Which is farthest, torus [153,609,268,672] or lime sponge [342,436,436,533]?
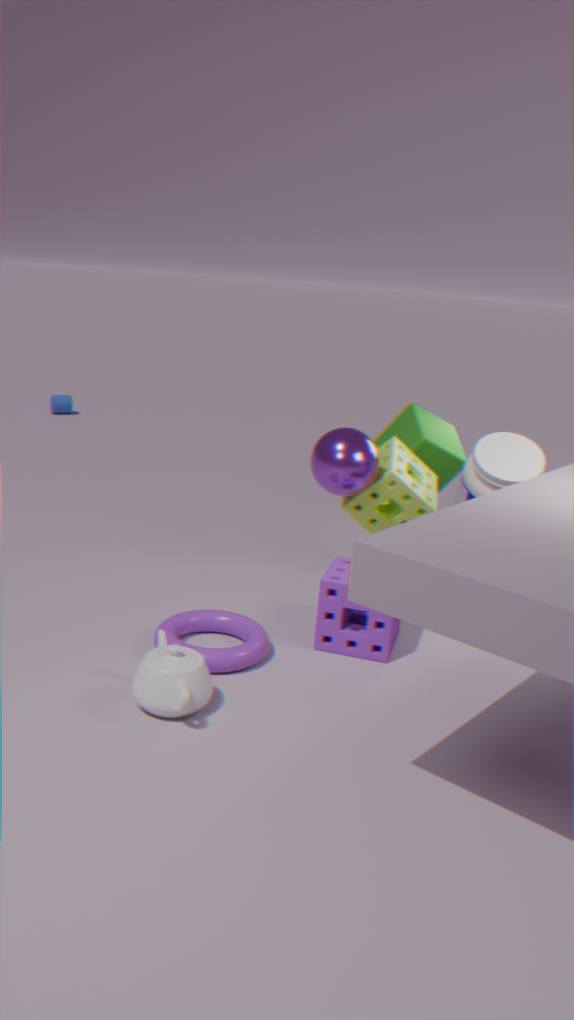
lime sponge [342,436,436,533]
